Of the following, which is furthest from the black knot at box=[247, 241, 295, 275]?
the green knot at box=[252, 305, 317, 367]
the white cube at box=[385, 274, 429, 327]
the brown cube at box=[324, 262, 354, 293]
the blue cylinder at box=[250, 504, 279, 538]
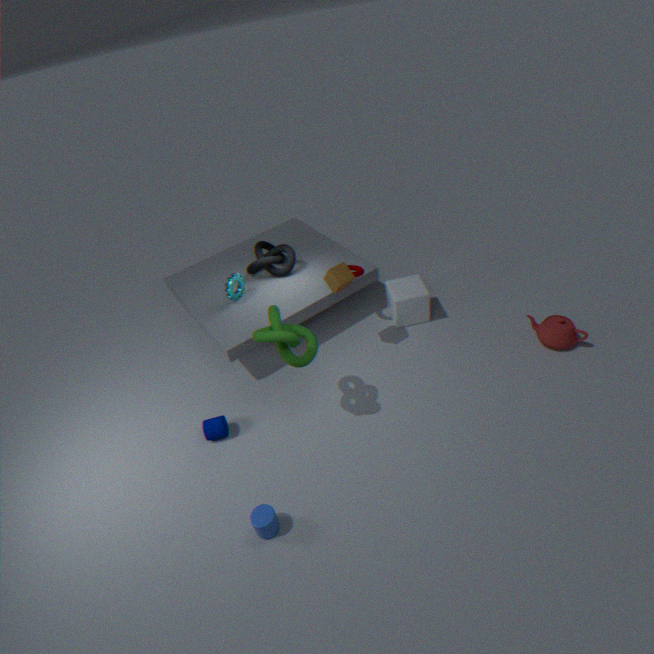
the blue cylinder at box=[250, 504, 279, 538]
